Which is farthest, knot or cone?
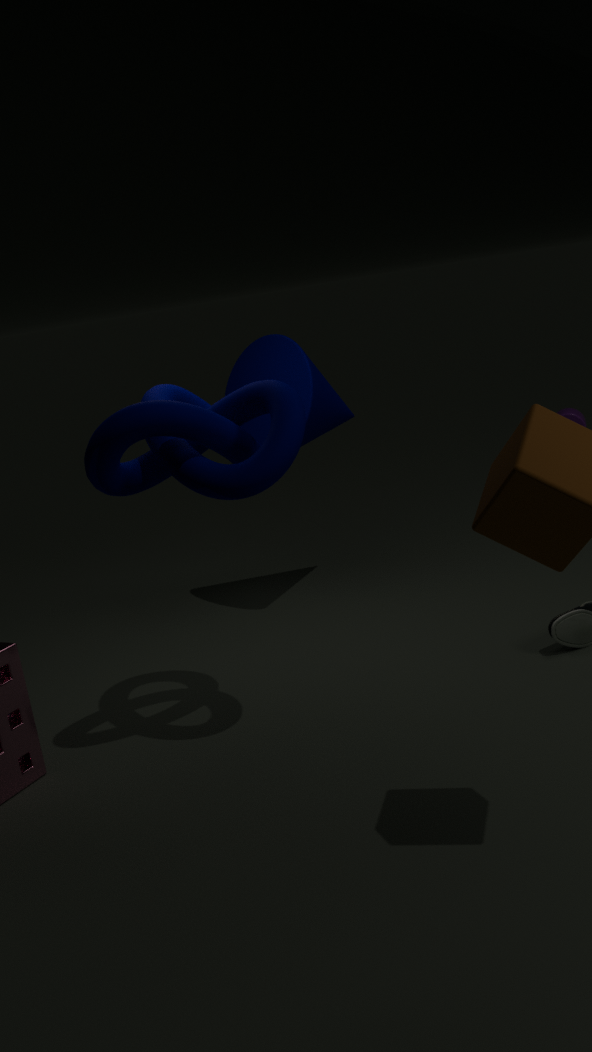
cone
